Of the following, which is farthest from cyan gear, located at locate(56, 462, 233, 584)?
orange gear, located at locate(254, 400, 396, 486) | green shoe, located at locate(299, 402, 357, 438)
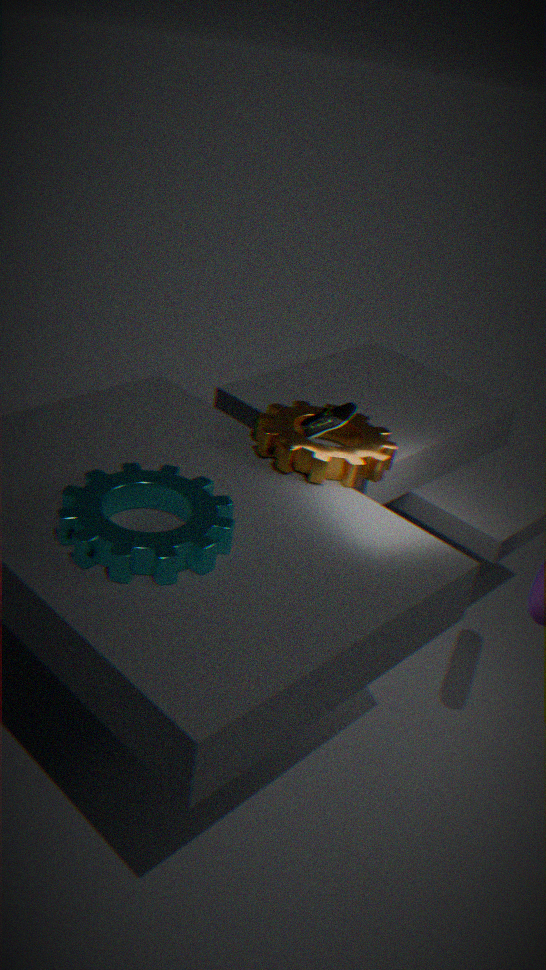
green shoe, located at locate(299, 402, 357, 438)
